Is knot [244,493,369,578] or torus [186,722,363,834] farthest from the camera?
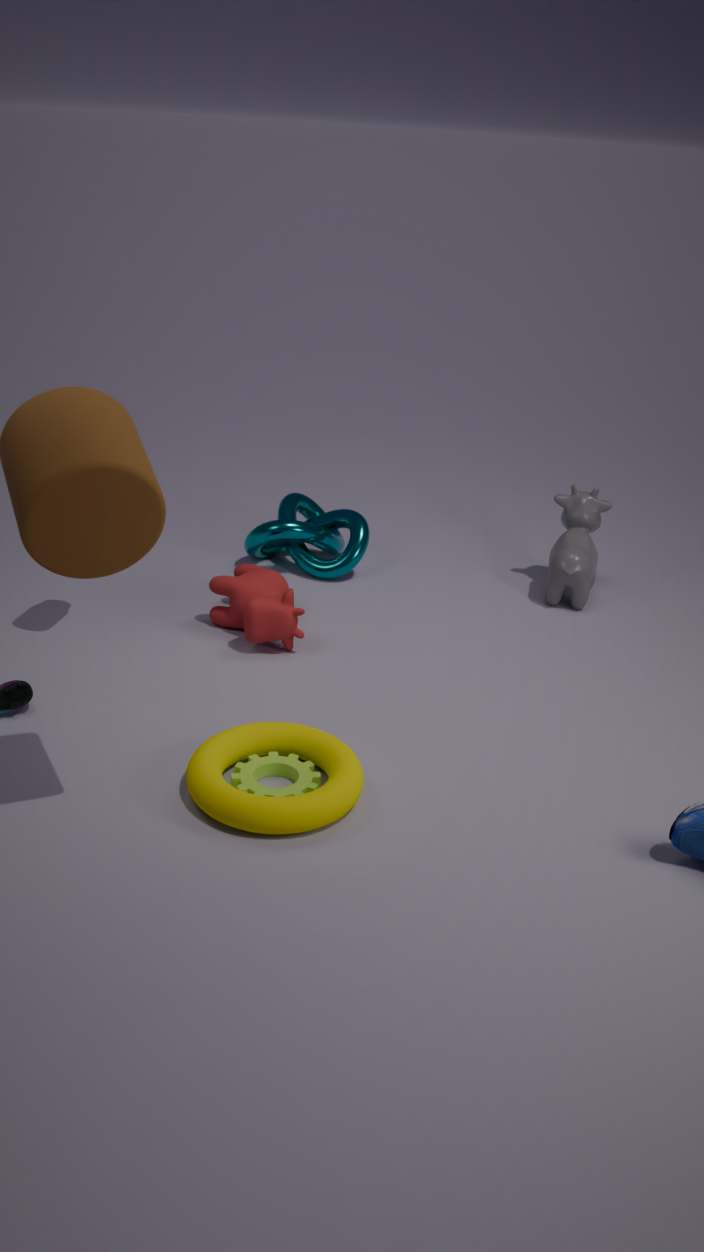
knot [244,493,369,578]
